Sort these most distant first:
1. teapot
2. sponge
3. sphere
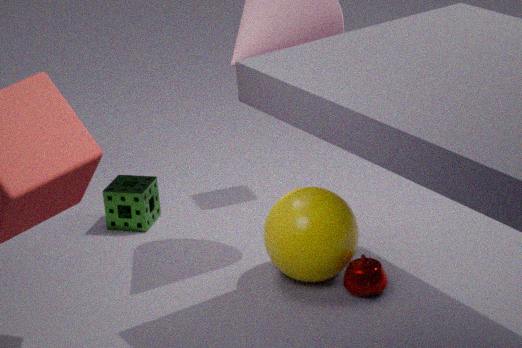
sponge, sphere, teapot
